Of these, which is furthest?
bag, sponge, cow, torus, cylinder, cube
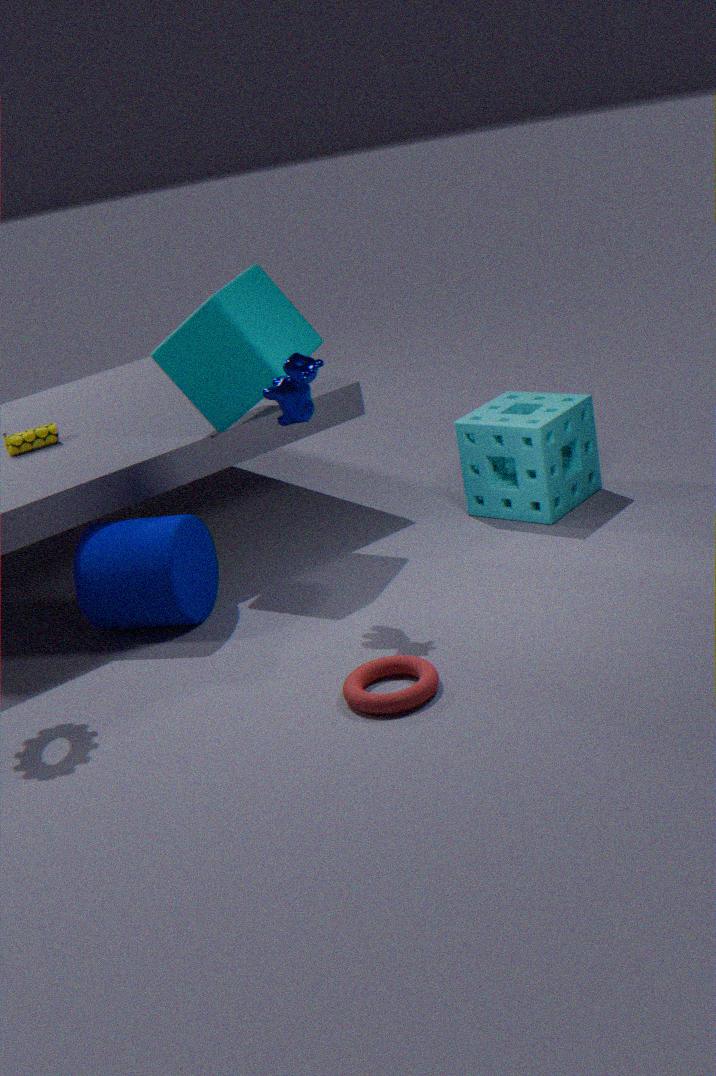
bag
